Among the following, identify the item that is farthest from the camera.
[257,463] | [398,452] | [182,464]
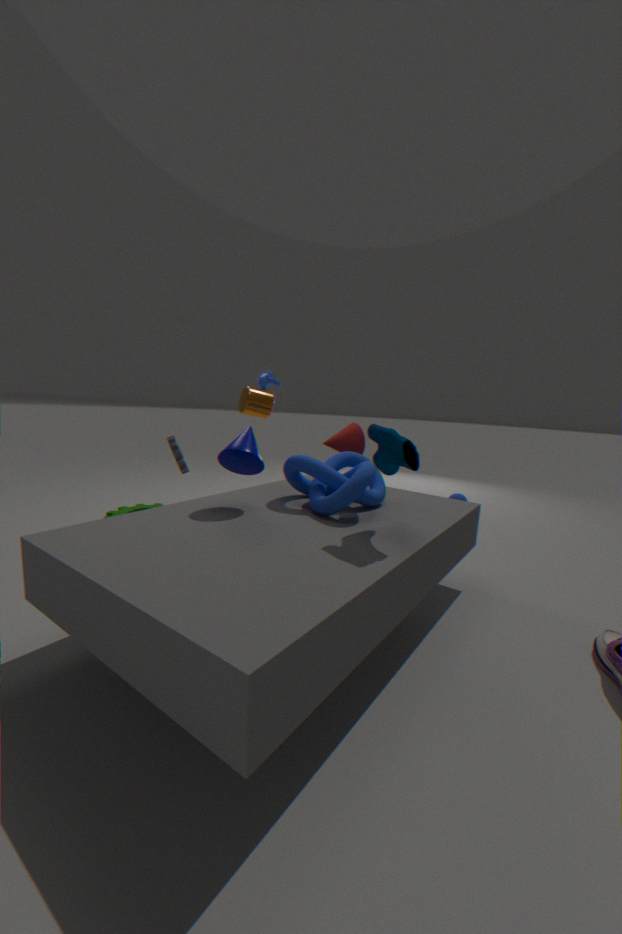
[182,464]
